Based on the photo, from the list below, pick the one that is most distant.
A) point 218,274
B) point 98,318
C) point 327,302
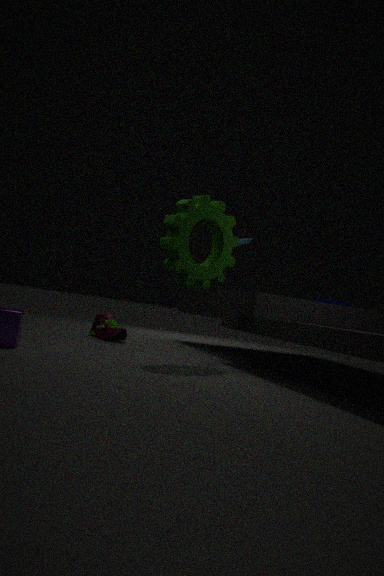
point 327,302
